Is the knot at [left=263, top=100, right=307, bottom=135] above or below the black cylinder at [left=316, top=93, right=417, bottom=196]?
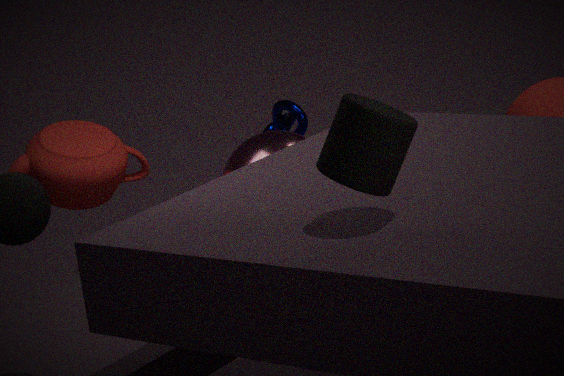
below
